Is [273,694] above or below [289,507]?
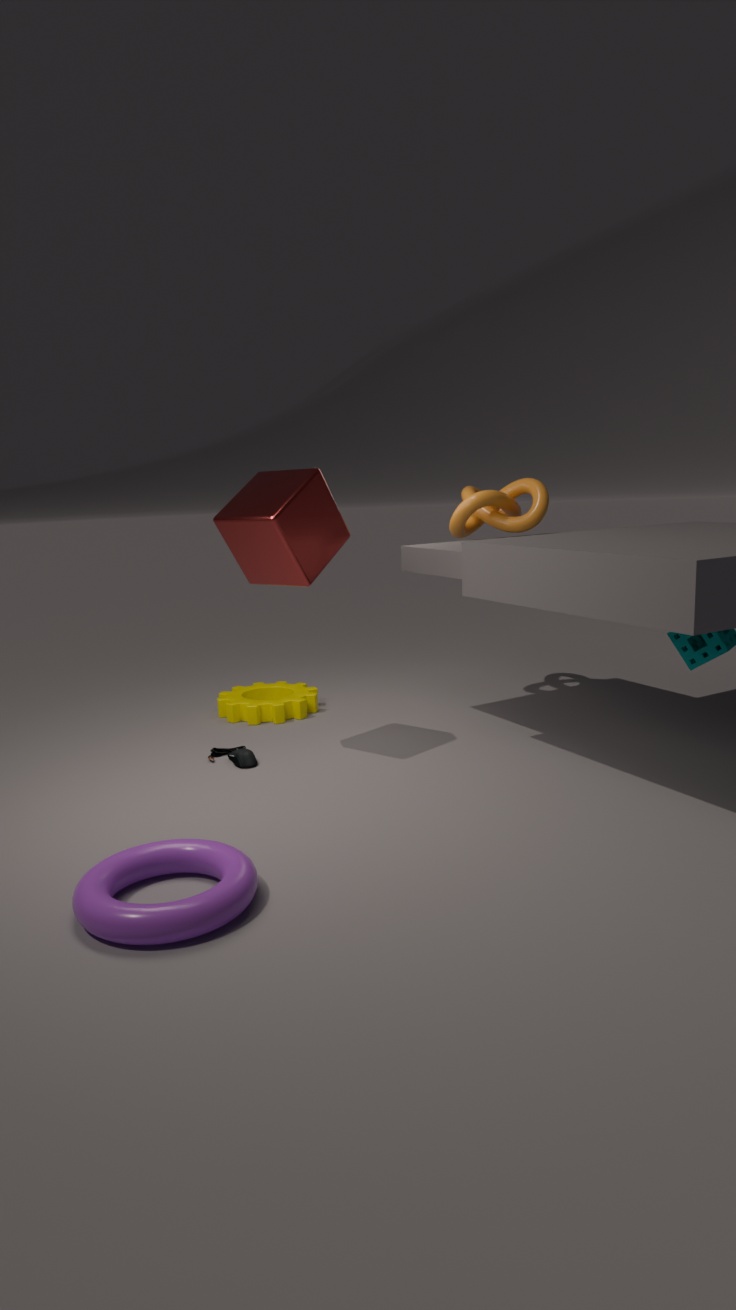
below
